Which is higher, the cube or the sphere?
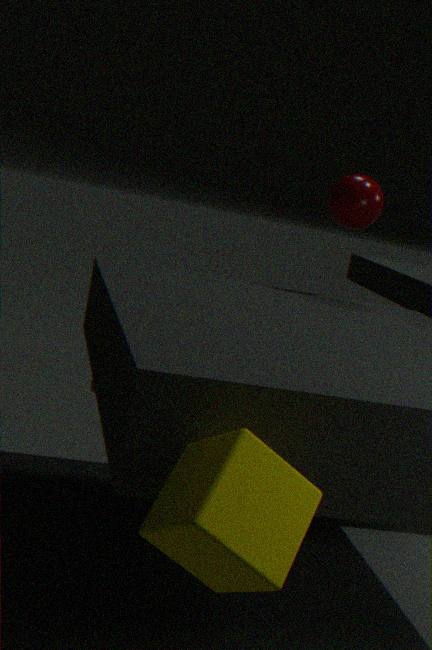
the sphere
